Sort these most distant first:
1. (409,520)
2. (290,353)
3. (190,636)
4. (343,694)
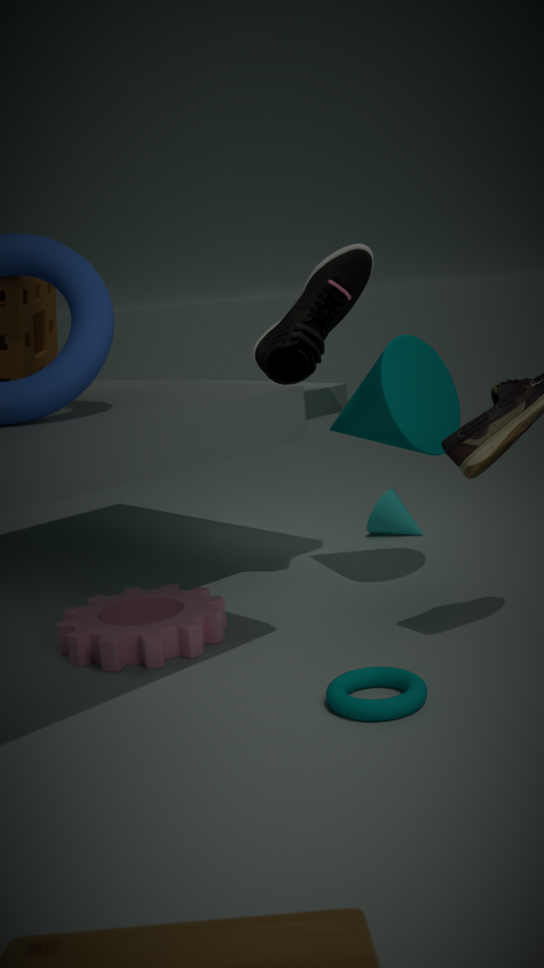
1. (409,520)
2. (290,353)
3. (190,636)
4. (343,694)
